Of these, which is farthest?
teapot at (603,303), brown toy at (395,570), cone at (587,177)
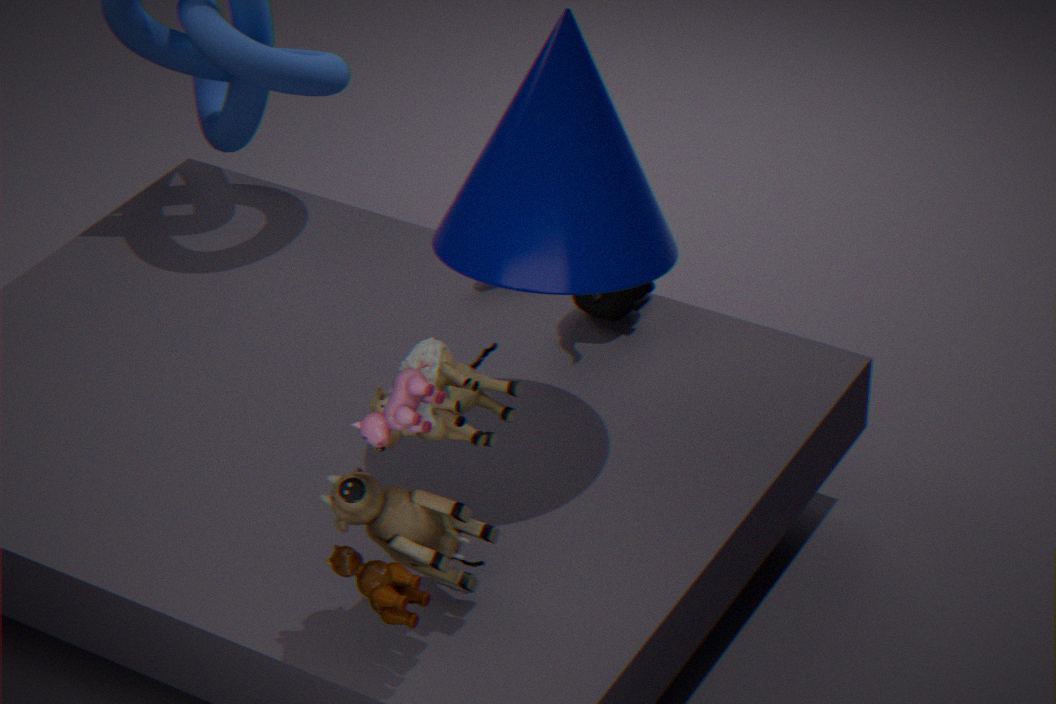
teapot at (603,303)
